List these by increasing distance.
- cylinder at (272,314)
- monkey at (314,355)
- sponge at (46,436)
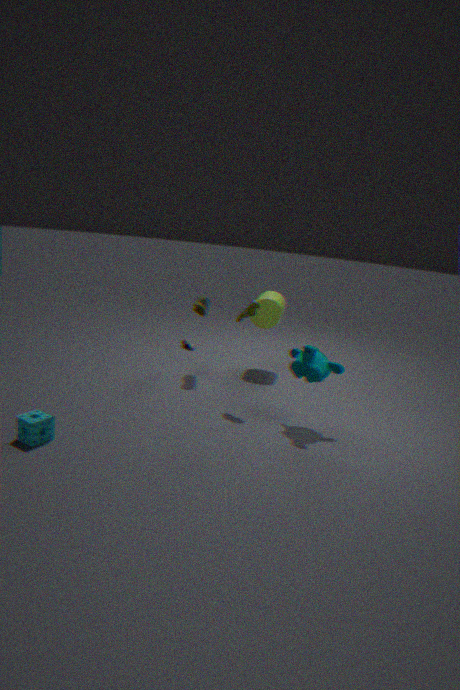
1. sponge at (46,436)
2. monkey at (314,355)
3. cylinder at (272,314)
